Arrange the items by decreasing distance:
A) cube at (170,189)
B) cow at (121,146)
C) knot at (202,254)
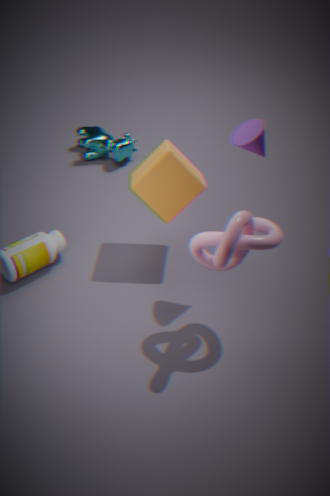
cow at (121,146)
cube at (170,189)
knot at (202,254)
